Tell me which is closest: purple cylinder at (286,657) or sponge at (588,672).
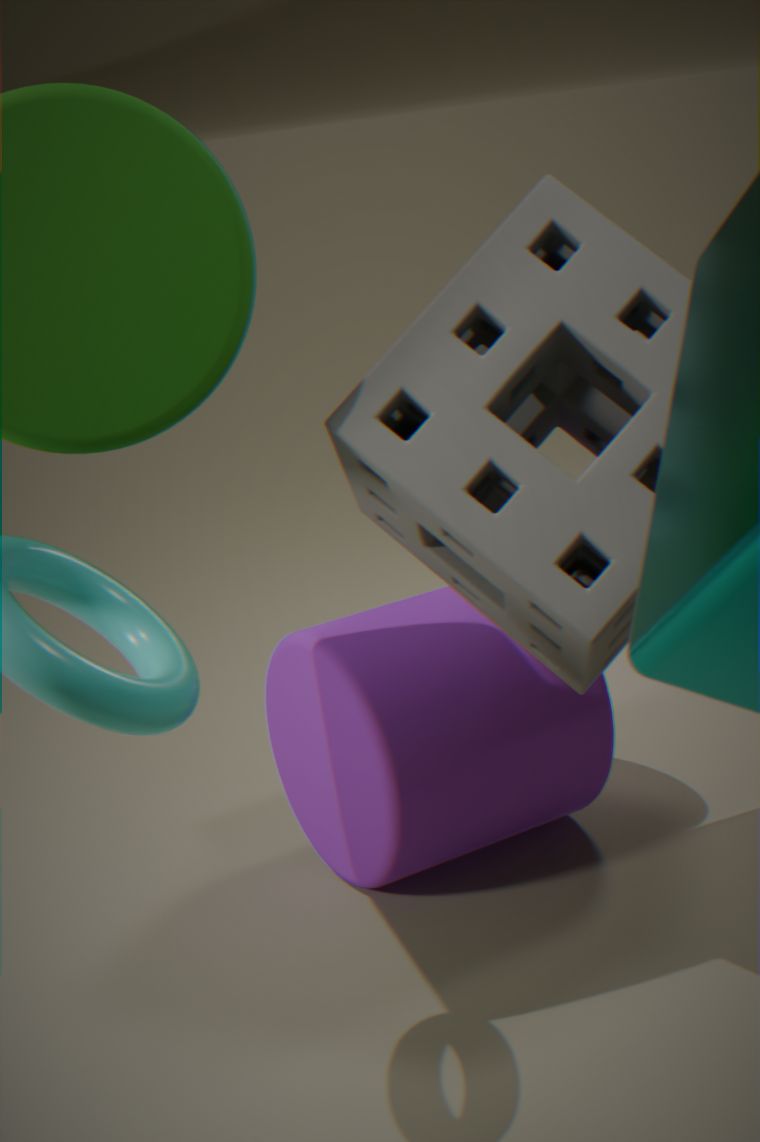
sponge at (588,672)
